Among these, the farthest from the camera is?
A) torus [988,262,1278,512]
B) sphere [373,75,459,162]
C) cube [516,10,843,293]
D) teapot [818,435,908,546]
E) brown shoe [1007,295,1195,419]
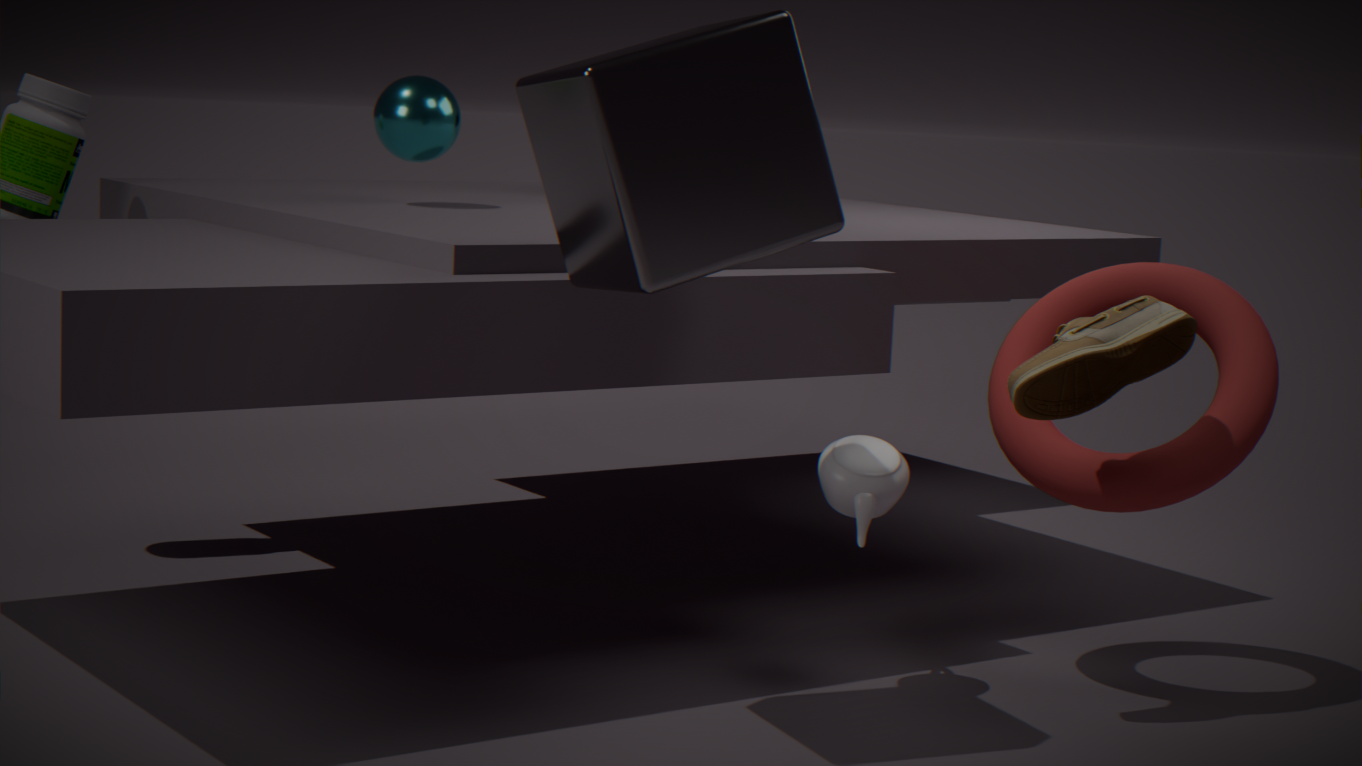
B. sphere [373,75,459,162]
